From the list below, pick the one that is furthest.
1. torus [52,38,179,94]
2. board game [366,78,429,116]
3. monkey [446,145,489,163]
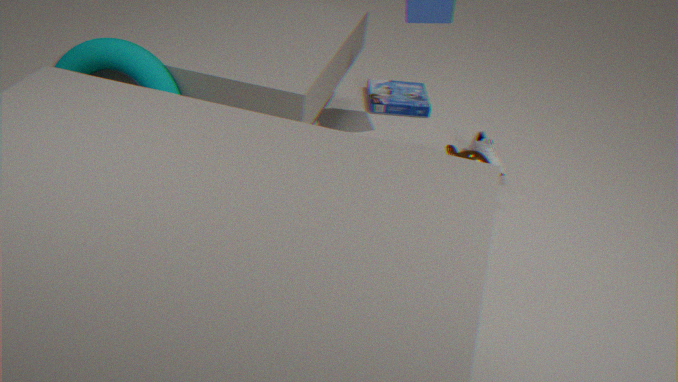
board game [366,78,429,116]
